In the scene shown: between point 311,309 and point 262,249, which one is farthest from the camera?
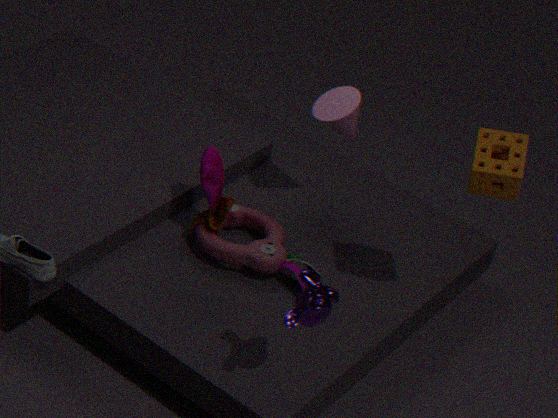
point 262,249
